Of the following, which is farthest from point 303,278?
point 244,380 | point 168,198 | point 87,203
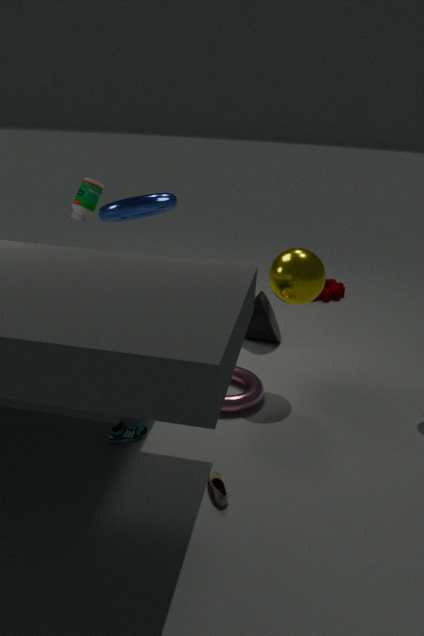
point 87,203
